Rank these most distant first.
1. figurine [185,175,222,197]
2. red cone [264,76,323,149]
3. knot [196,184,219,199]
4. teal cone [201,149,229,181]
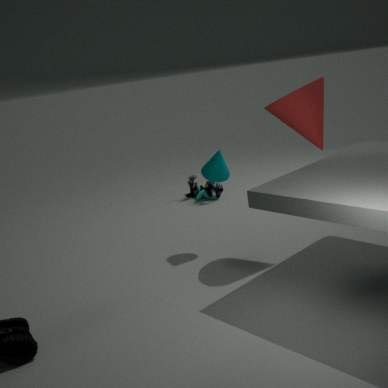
1. knot [196,184,219,199]
2. figurine [185,175,222,197]
3. teal cone [201,149,229,181]
4. red cone [264,76,323,149]
